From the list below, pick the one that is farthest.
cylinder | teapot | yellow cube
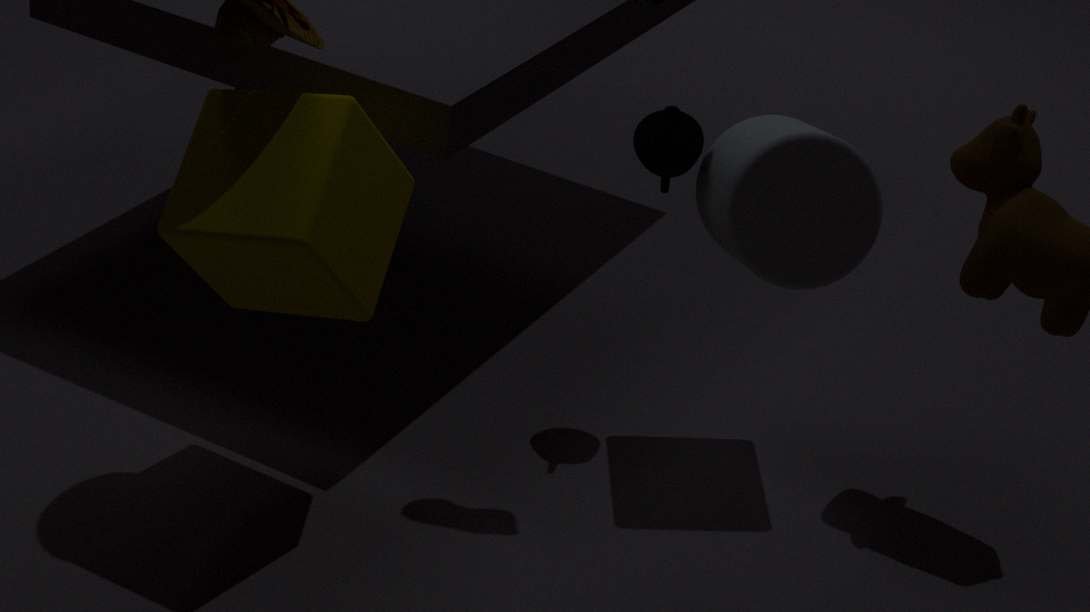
teapot
